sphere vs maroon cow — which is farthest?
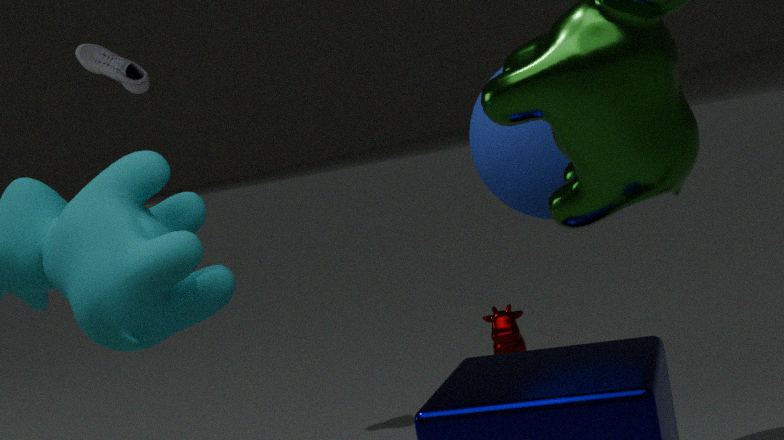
maroon cow
